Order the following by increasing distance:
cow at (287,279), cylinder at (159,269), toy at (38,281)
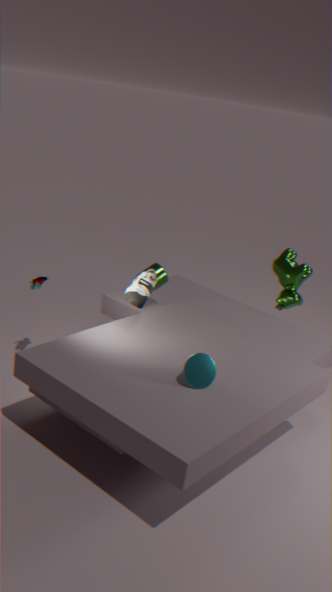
toy at (38,281) < cylinder at (159,269) < cow at (287,279)
